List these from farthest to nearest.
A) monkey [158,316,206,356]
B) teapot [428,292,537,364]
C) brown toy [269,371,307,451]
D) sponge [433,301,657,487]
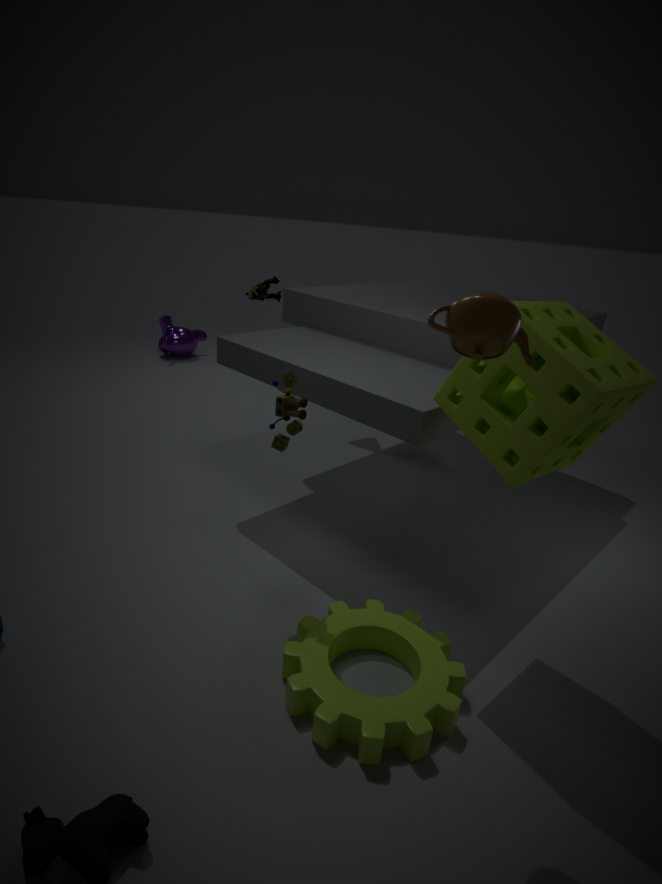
monkey [158,316,206,356] < brown toy [269,371,307,451] < sponge [433,301,657,487] < teapot [428,292,537,364]
